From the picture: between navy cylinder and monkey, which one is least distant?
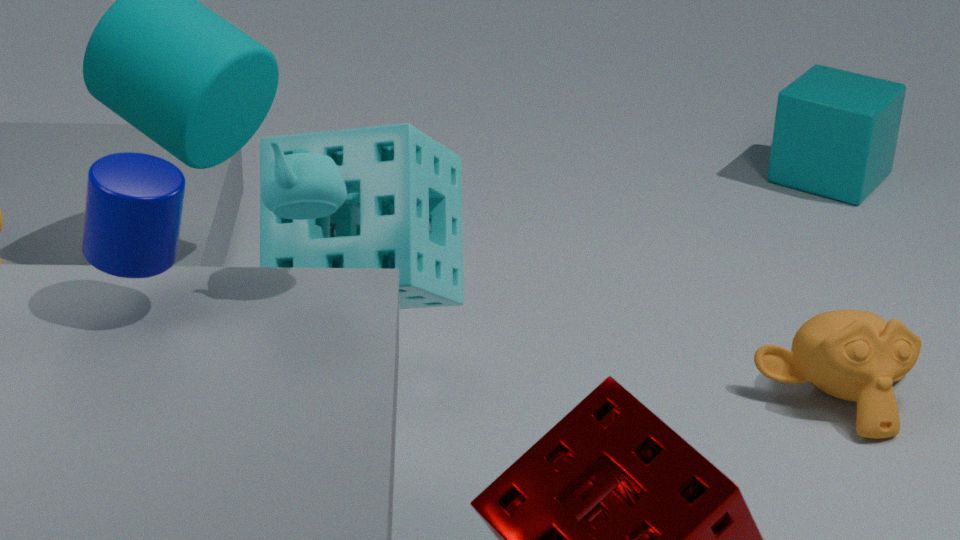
navy cylinder
